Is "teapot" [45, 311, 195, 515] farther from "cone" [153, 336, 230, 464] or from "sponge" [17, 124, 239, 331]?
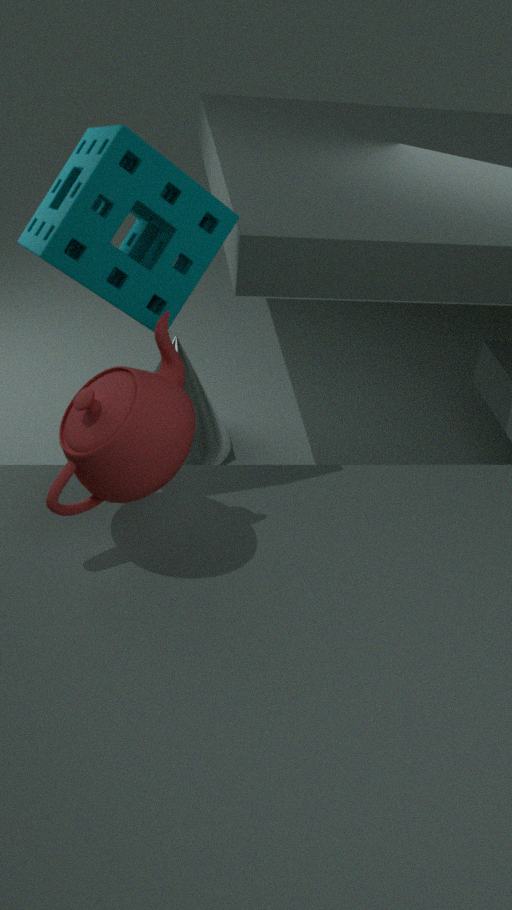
"cone" [153, 336, 230, 464]
